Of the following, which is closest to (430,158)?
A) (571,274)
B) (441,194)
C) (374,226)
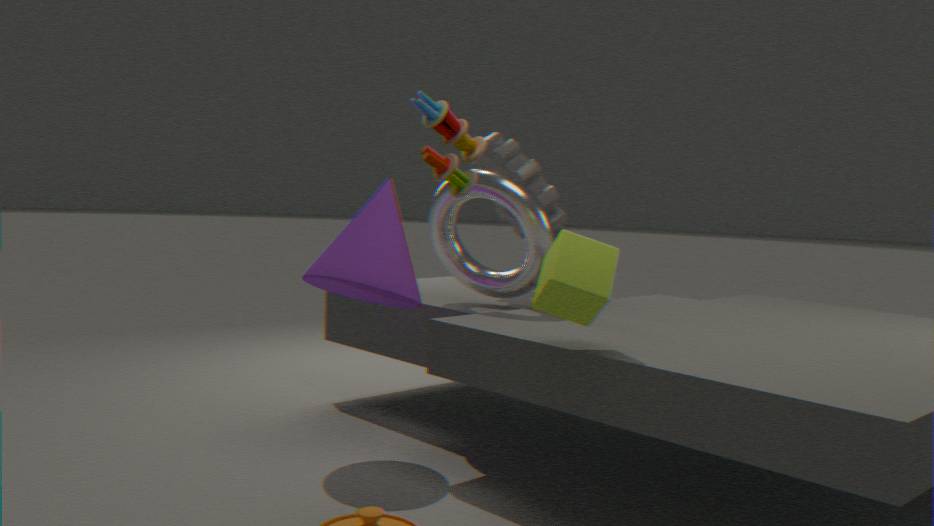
(571,274)
